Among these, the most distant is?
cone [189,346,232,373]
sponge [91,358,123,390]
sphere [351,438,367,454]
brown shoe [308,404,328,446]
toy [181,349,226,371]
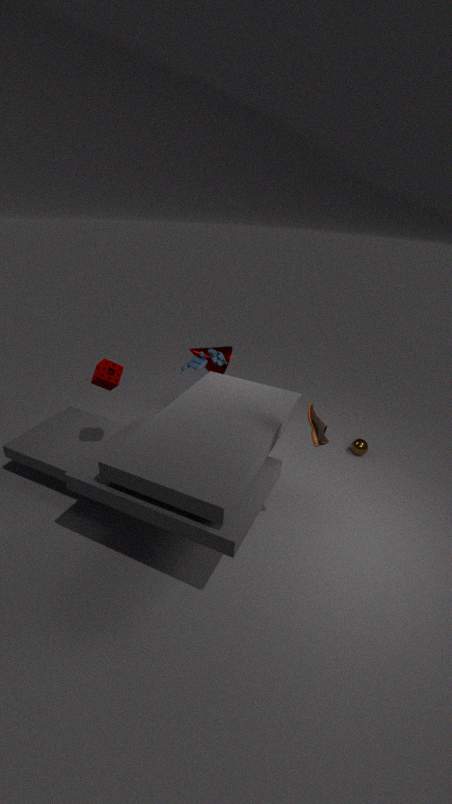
cone [189,346,232,373]
